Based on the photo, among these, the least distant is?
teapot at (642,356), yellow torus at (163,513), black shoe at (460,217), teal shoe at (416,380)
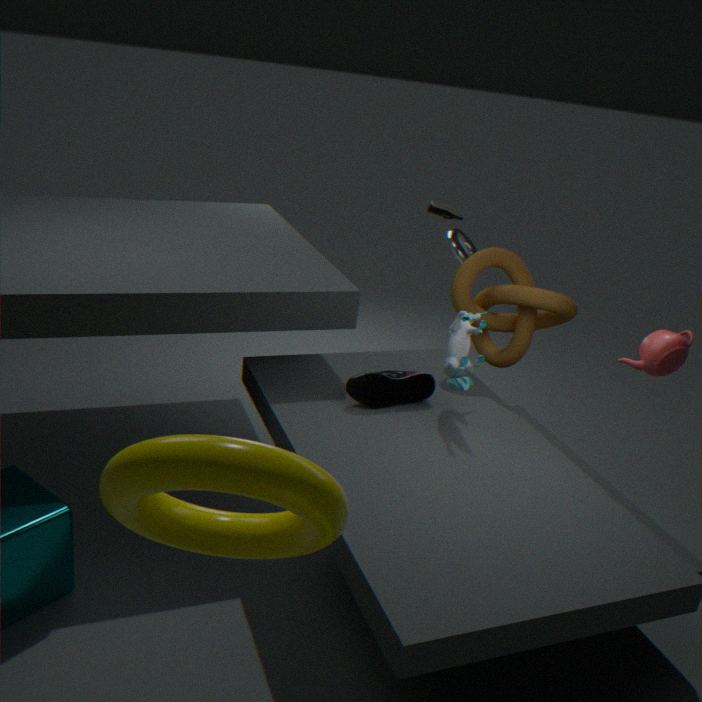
yellow torus at (163,513)
